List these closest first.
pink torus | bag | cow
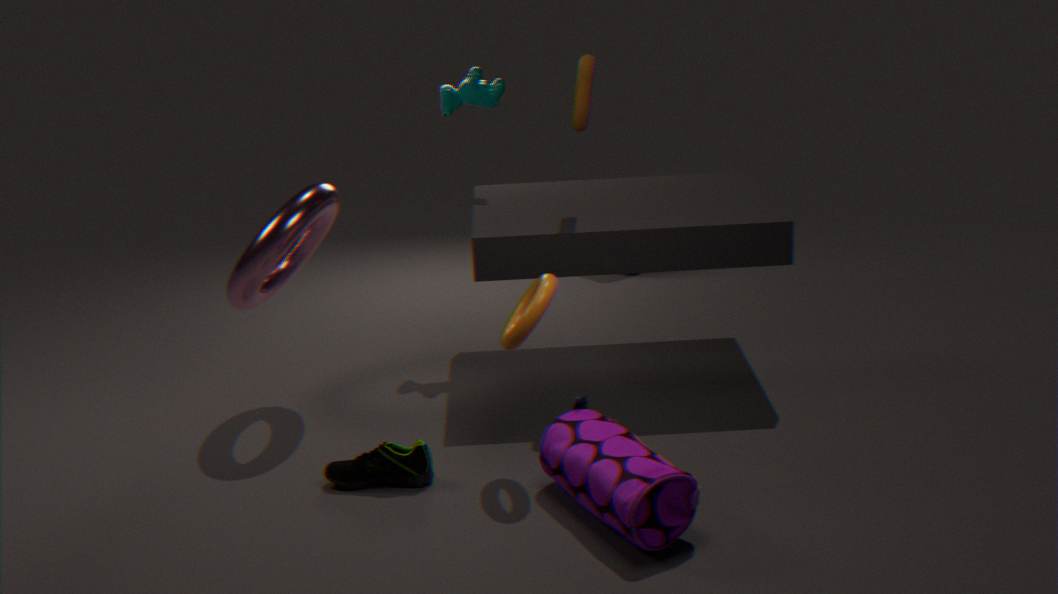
bag → pink torus → cow
